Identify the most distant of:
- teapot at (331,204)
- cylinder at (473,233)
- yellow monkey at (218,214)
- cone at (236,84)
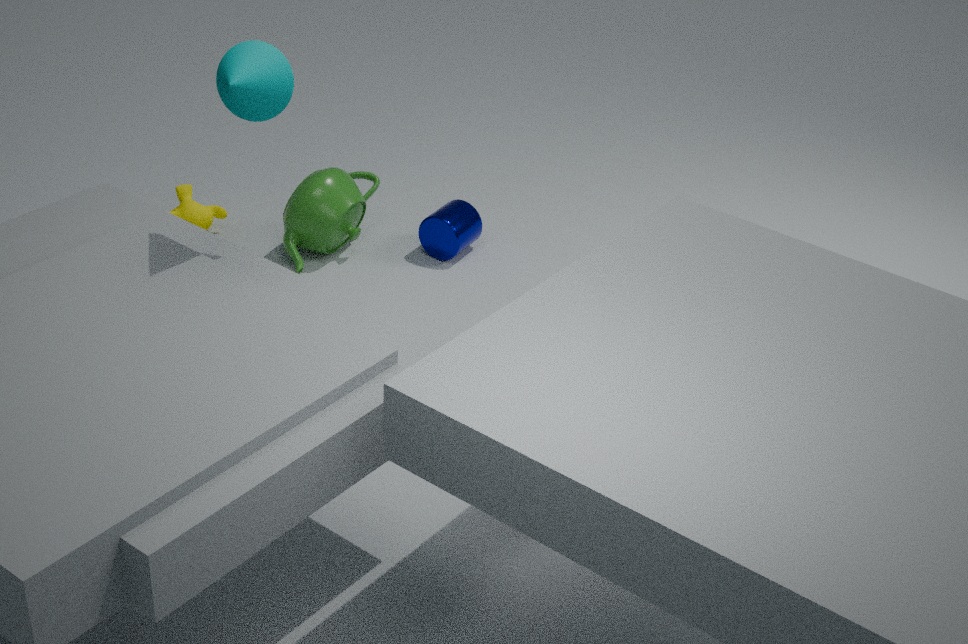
yellow monkey at (218,214)
